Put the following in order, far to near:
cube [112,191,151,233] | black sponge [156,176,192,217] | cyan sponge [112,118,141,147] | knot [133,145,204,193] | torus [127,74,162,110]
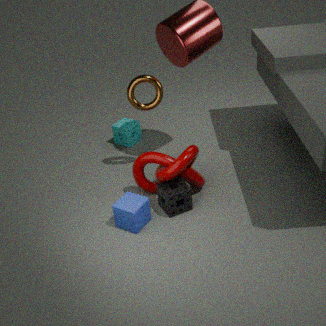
cyan sponge [112,118,141,147] → torus [127,74,162,110] → black sponge [156,176,192,217] → knot [133,145,204,193] → cube [112,191,151,233]
